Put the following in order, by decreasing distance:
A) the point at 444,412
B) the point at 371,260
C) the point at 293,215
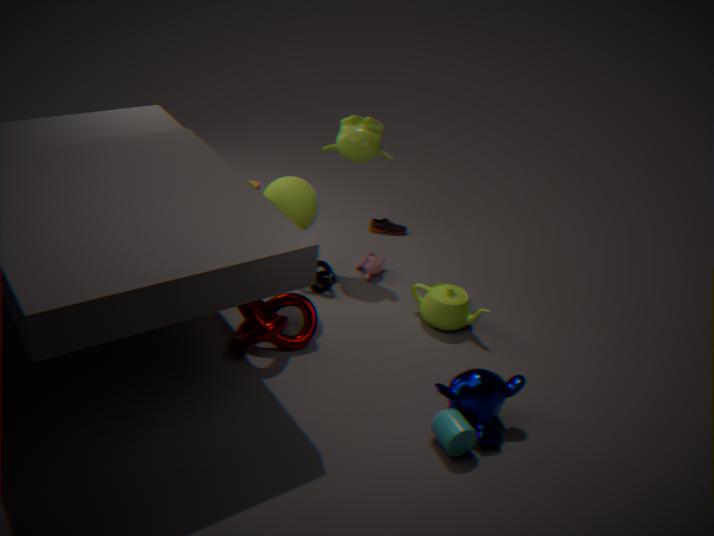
the point at 371,260, the point at 293,215, the point at 444,412
